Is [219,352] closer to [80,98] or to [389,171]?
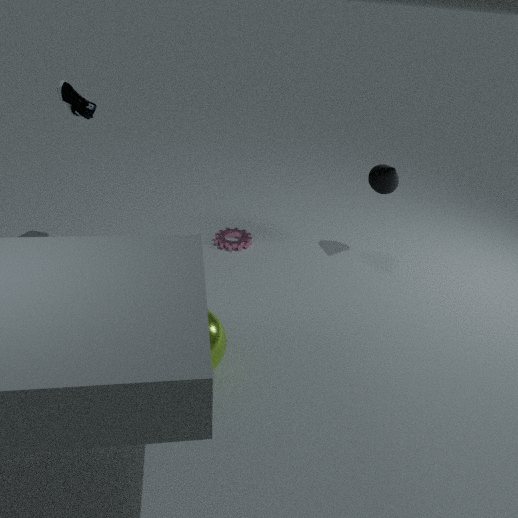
[80,98]
